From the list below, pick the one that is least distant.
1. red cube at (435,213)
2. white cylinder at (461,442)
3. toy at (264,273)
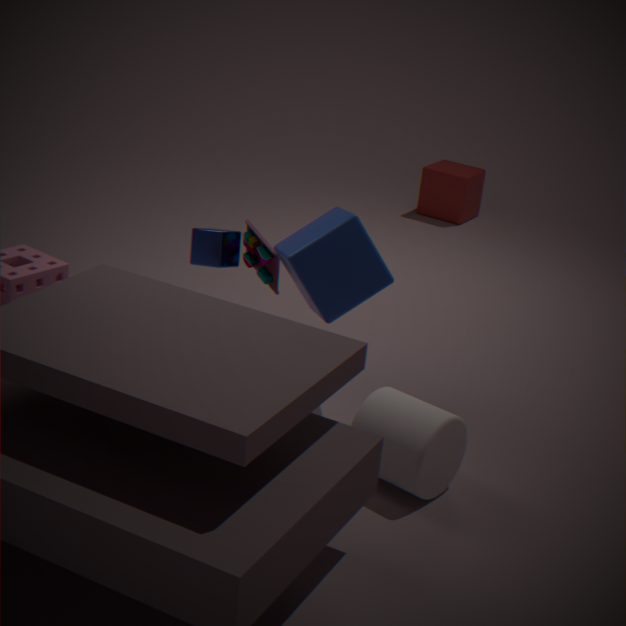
white cylinder at (461,442)
